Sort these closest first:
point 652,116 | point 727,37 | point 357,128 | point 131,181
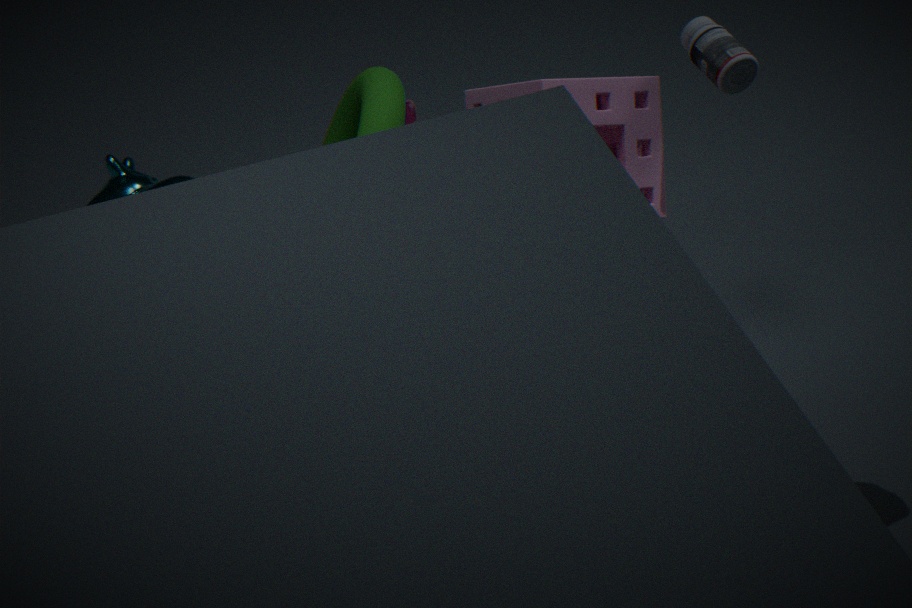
1. point 727,37
2. point 652,116
3. point 357,128
4. point 131,181
